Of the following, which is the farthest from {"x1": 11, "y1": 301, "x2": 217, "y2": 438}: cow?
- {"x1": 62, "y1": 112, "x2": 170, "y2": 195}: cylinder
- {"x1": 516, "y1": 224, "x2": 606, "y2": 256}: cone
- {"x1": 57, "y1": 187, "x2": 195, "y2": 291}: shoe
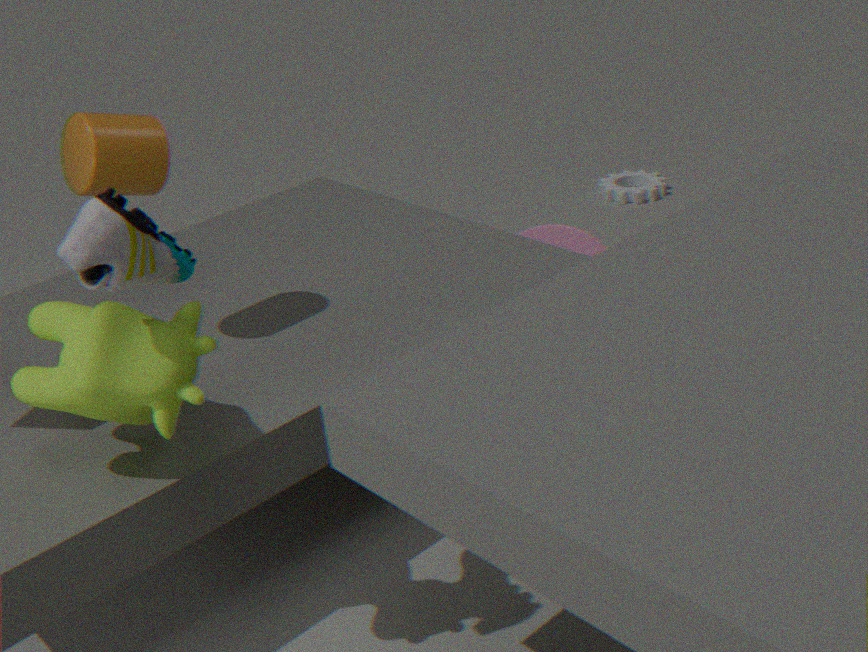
{"x1": 516, "y1": 224, "x2": 606, "y2": 256}: cone
